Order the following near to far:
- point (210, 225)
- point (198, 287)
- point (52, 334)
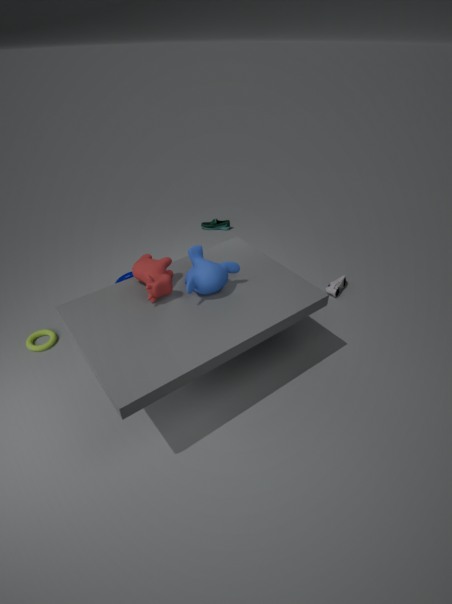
point (198, 287), point (52, 334), point (210, 225)
